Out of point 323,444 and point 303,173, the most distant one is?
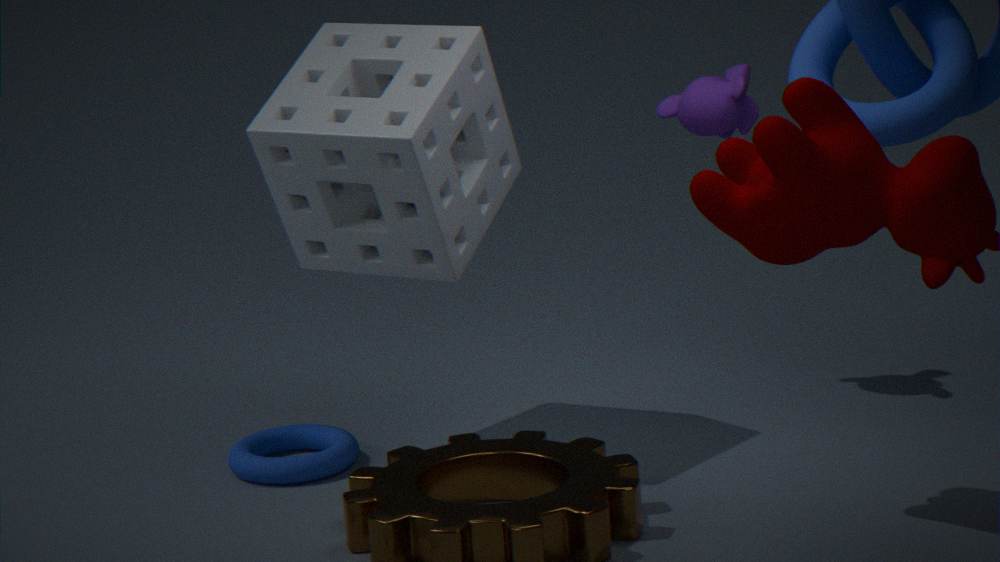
point 323,444
